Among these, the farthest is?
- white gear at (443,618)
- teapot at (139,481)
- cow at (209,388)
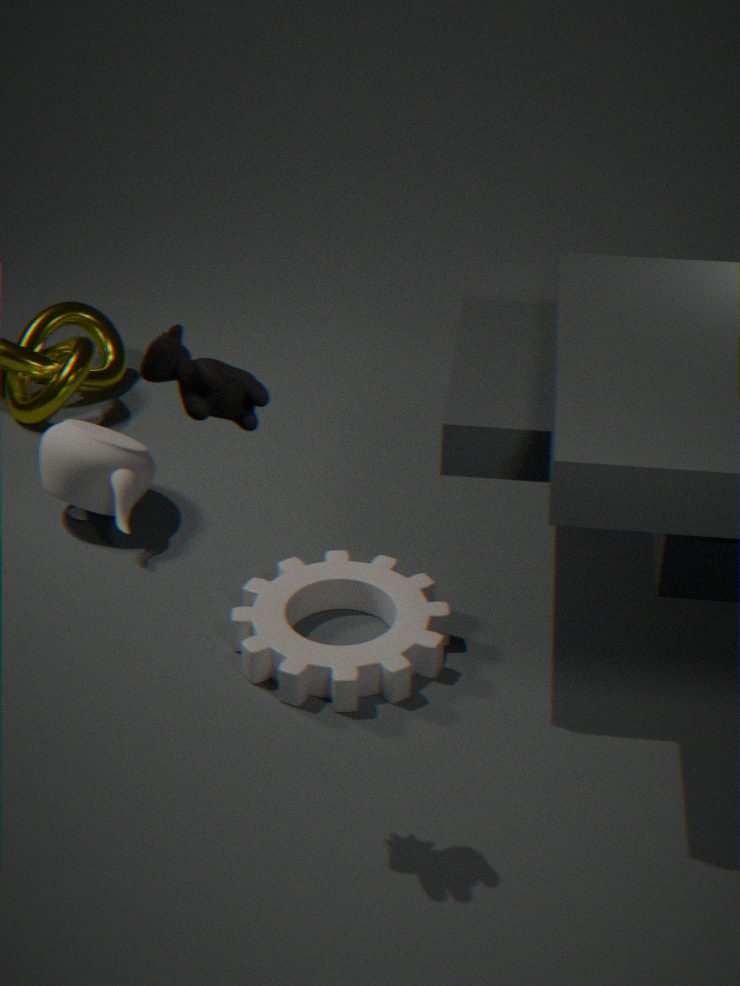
teapot at (139,481)
